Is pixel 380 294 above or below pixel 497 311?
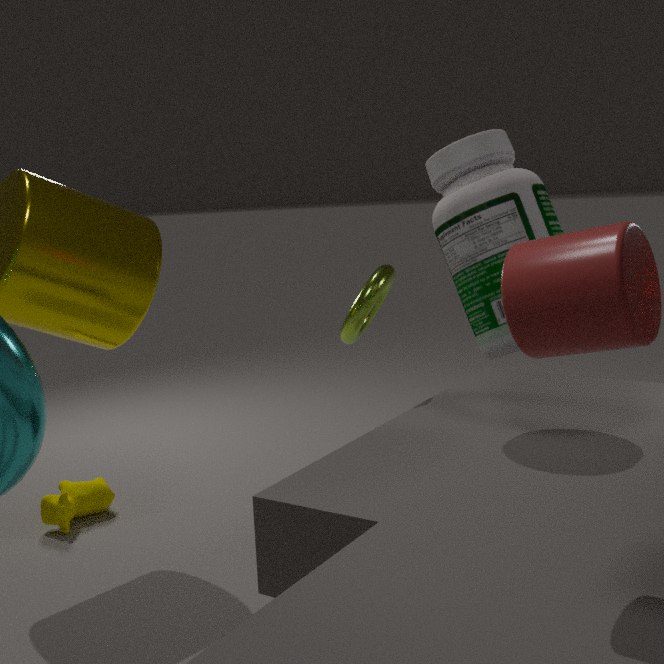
below
